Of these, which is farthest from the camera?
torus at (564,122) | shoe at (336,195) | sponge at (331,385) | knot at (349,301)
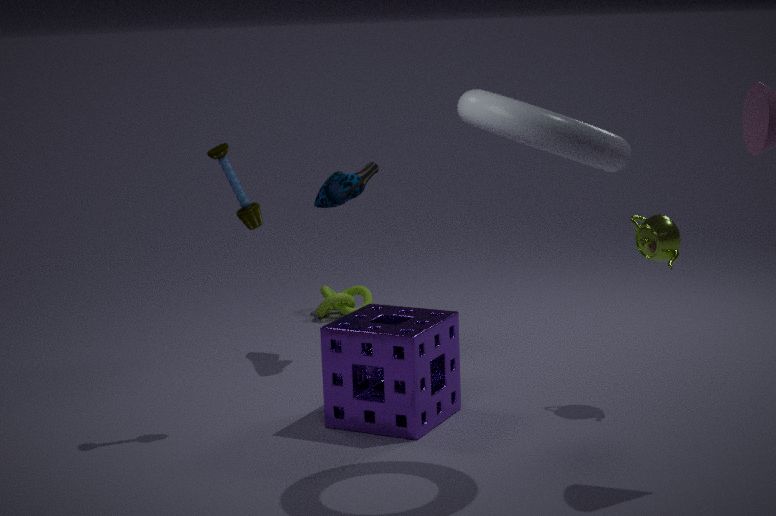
knot at (349,301)
